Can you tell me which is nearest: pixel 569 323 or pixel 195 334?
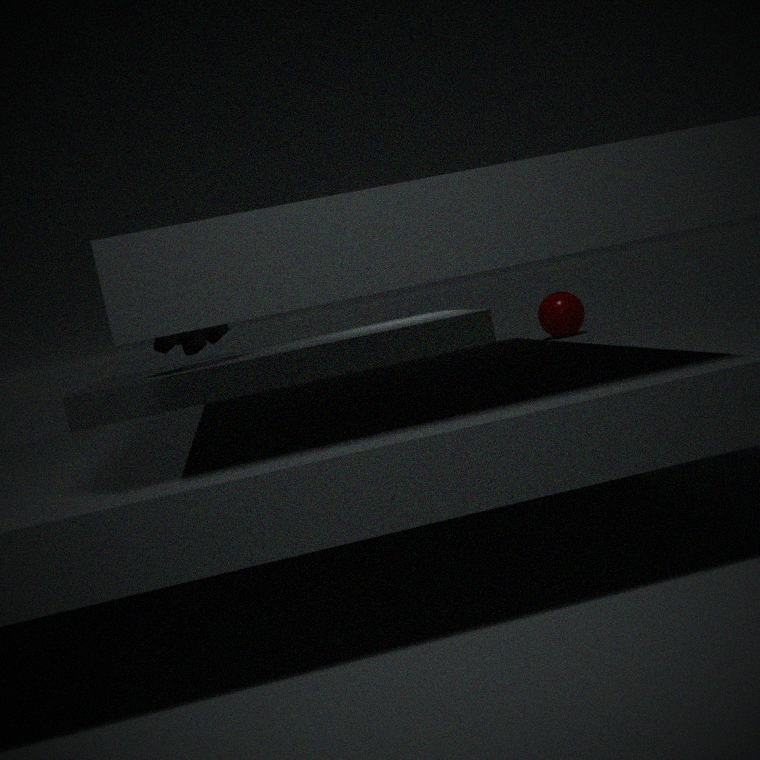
pixel 195 334
